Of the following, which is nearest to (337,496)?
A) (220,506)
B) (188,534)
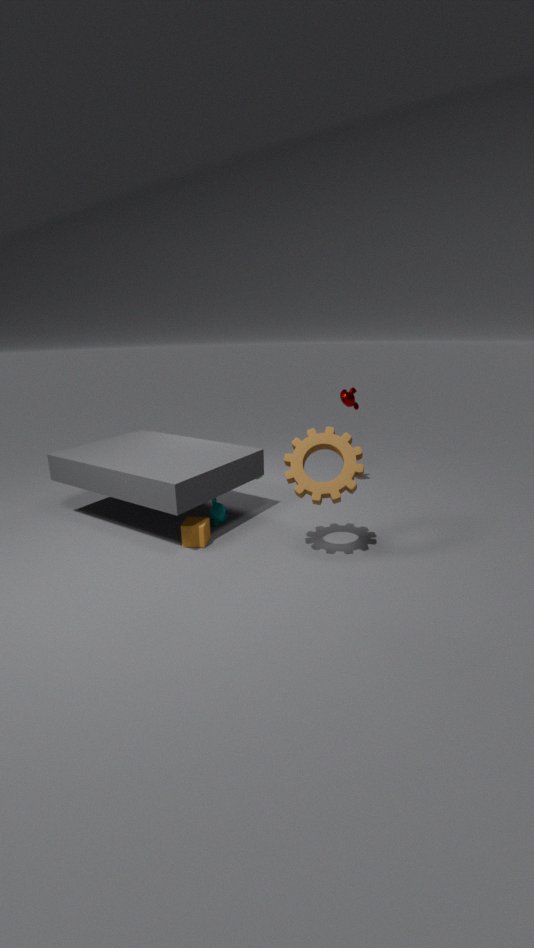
(188,534)
